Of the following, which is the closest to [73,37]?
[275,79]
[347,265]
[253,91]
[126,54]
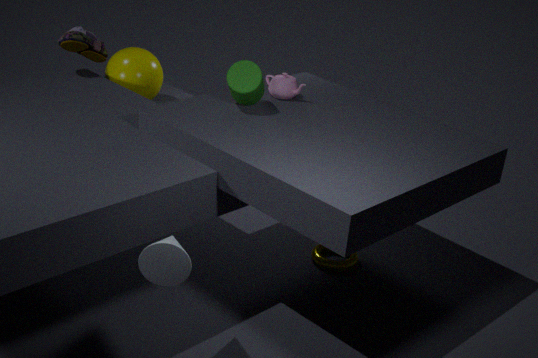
[126,54]
